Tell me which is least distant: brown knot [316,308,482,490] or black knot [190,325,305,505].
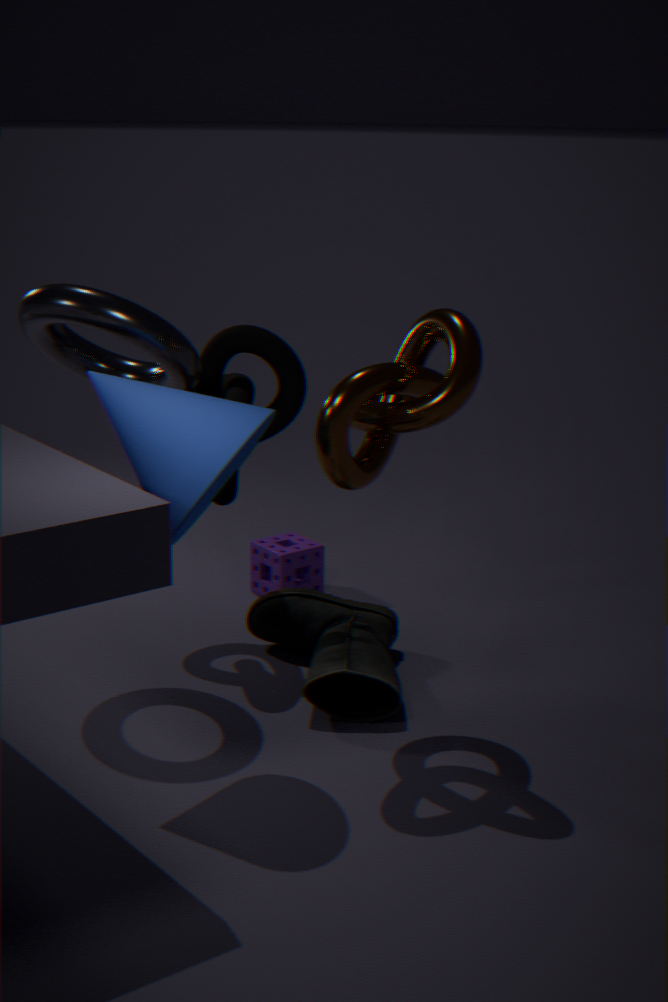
brown knot [316,308,482,490]
